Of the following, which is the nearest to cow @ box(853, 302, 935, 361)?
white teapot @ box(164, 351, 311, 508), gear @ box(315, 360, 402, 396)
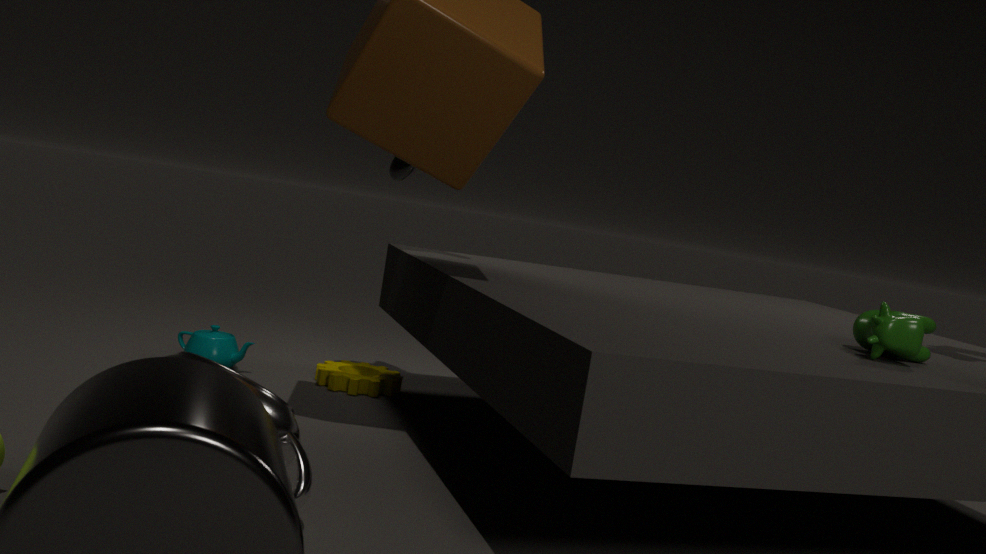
white teapot @ box(164, 351, 311, 508)
